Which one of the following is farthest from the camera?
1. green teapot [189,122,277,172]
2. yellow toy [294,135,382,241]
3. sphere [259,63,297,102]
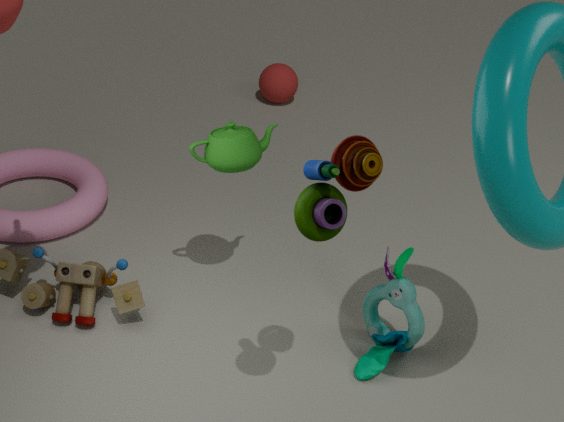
sphere [259,63,297,102]
